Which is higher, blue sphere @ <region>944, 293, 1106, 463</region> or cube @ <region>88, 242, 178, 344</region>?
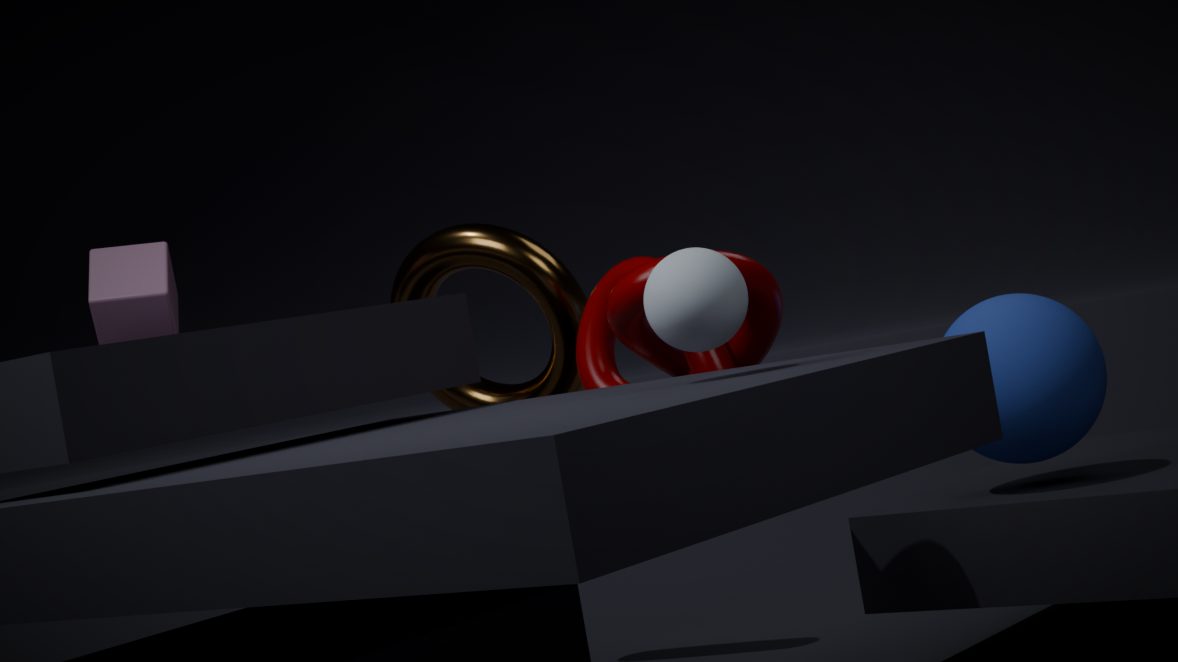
cube @ <region>88, 242, 178, 344</region>
